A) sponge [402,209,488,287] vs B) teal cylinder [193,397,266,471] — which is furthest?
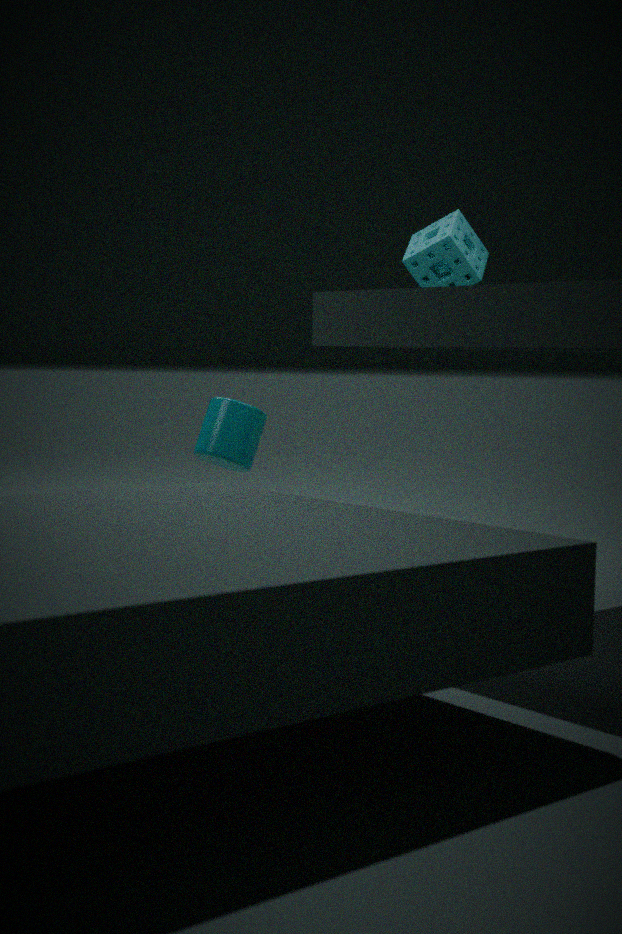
A. sponge [402,209,488,287]
